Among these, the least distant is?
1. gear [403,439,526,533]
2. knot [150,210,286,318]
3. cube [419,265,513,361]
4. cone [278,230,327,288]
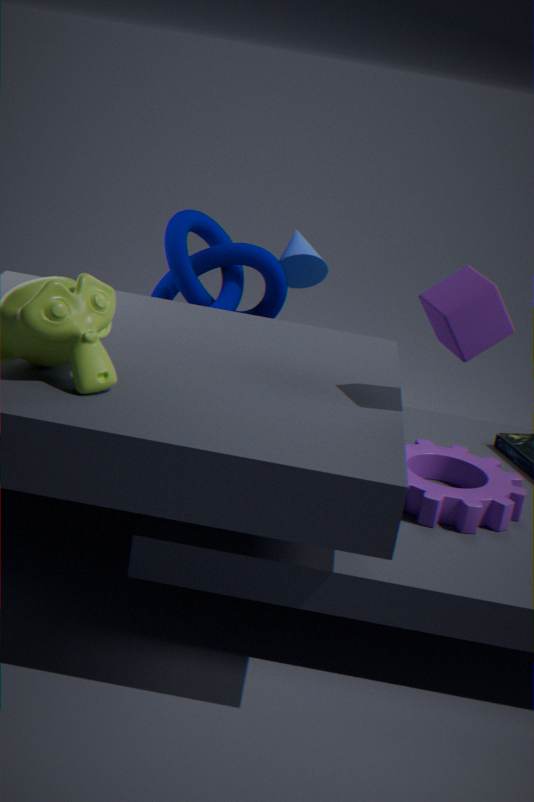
cube [419,265,513,361]
